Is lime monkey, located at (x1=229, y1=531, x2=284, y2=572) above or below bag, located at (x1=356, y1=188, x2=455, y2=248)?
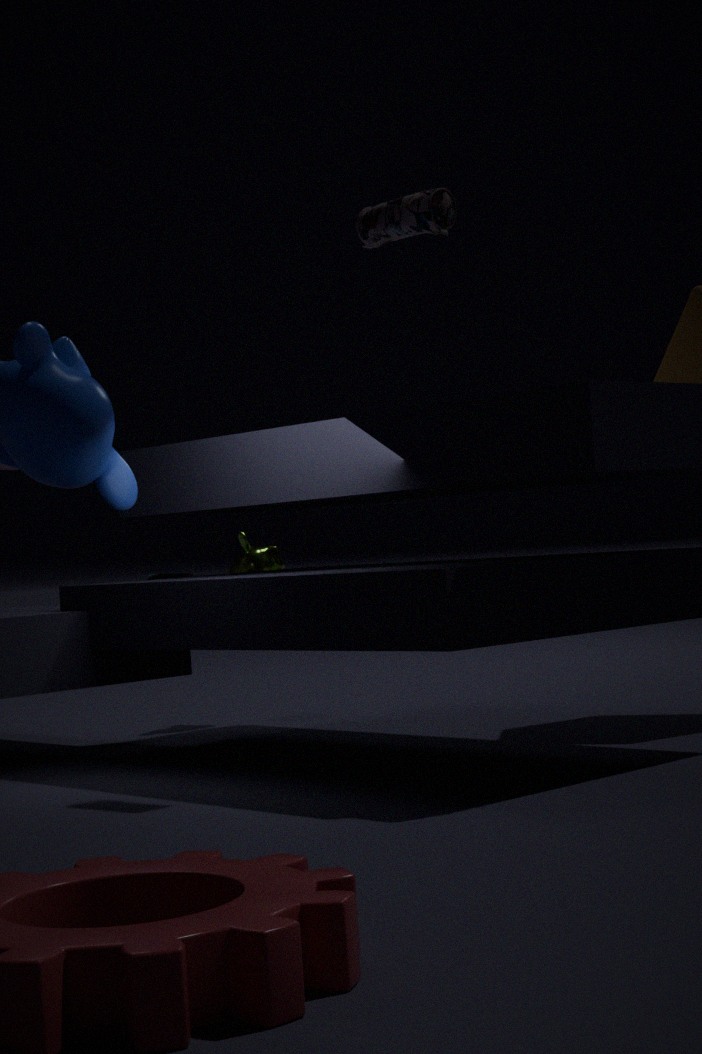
below
